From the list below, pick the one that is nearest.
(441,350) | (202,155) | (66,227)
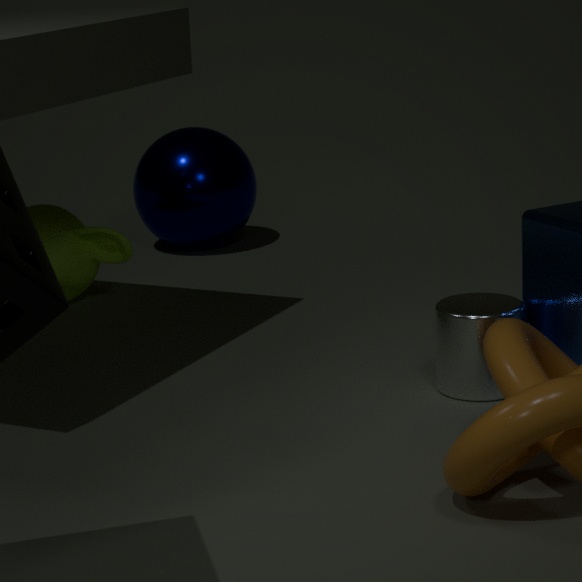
(441,350)
